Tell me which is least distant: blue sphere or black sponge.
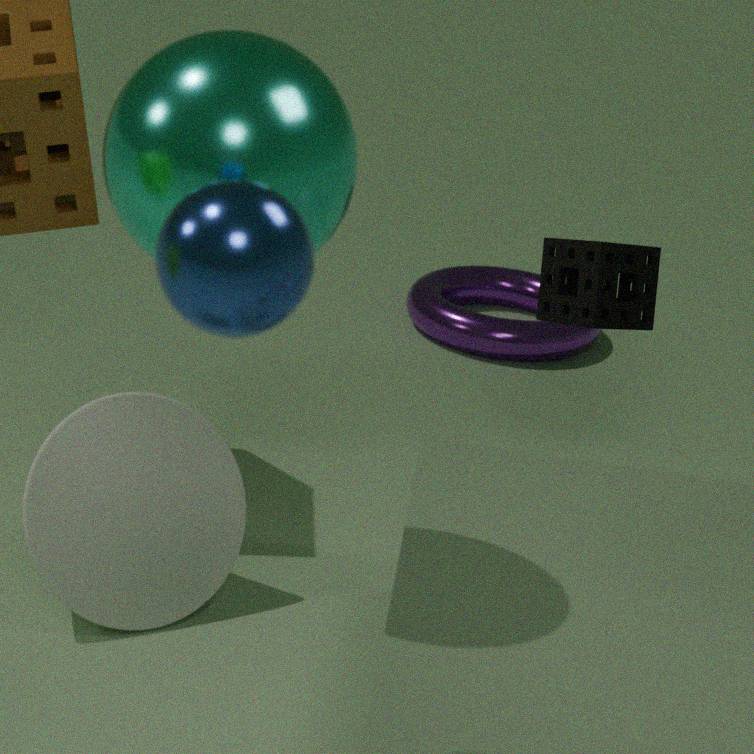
blue sphere
